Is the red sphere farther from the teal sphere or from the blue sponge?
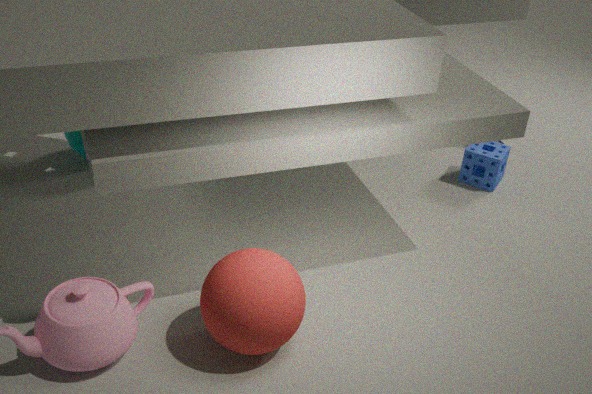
the blue sponge
